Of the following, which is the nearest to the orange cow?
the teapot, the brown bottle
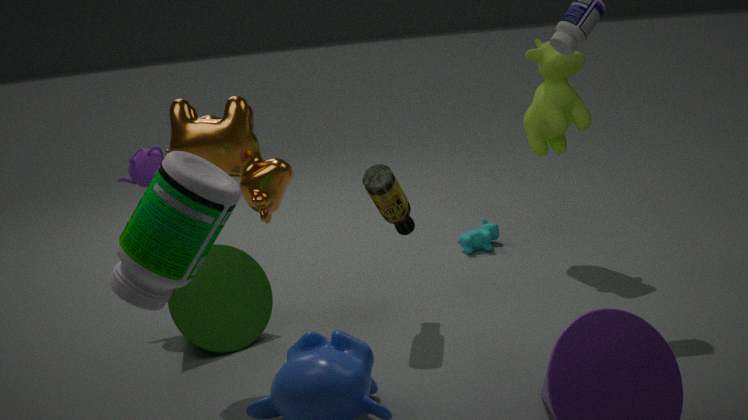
the brown bottle
